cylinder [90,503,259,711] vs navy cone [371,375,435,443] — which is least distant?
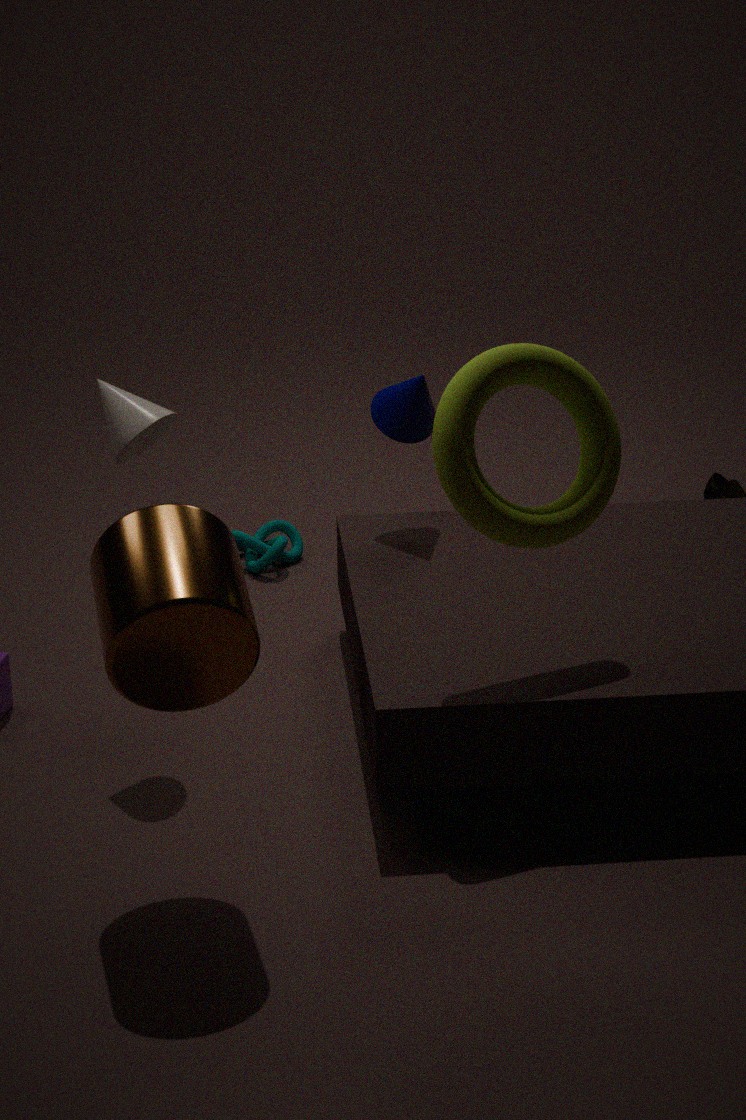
cylinder [90,503,259,711]
